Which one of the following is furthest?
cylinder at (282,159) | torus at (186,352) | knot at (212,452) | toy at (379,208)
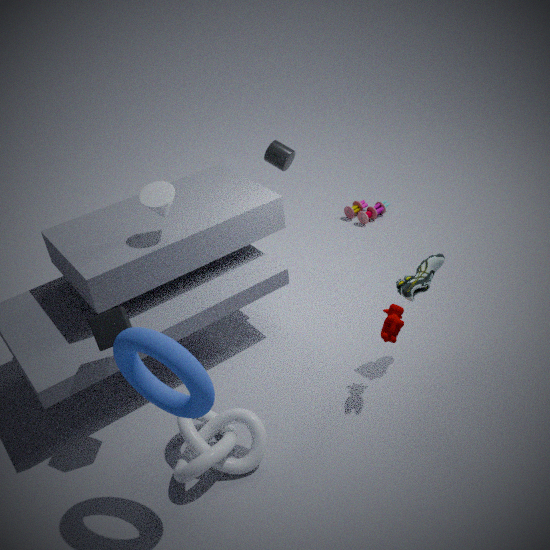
toy at (379,208)
